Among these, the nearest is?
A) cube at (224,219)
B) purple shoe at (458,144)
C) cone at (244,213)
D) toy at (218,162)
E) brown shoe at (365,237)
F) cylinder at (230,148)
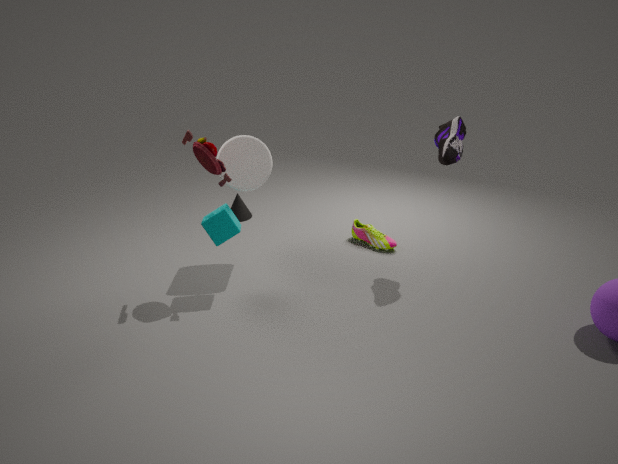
toy at (218,162)
